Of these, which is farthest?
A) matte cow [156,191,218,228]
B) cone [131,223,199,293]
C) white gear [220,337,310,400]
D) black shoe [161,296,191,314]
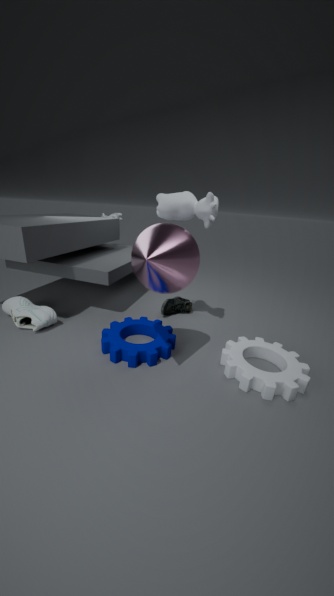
black shoe [161,296,191,314]
